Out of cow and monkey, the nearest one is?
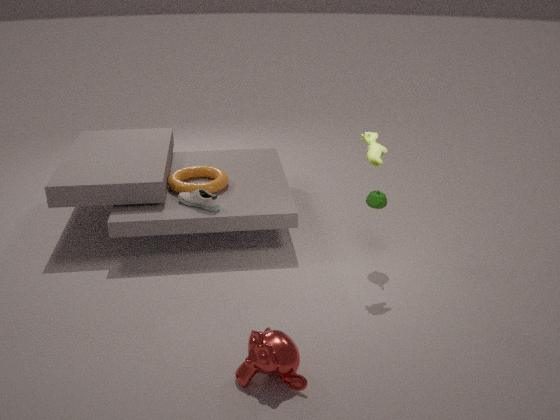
monkey
